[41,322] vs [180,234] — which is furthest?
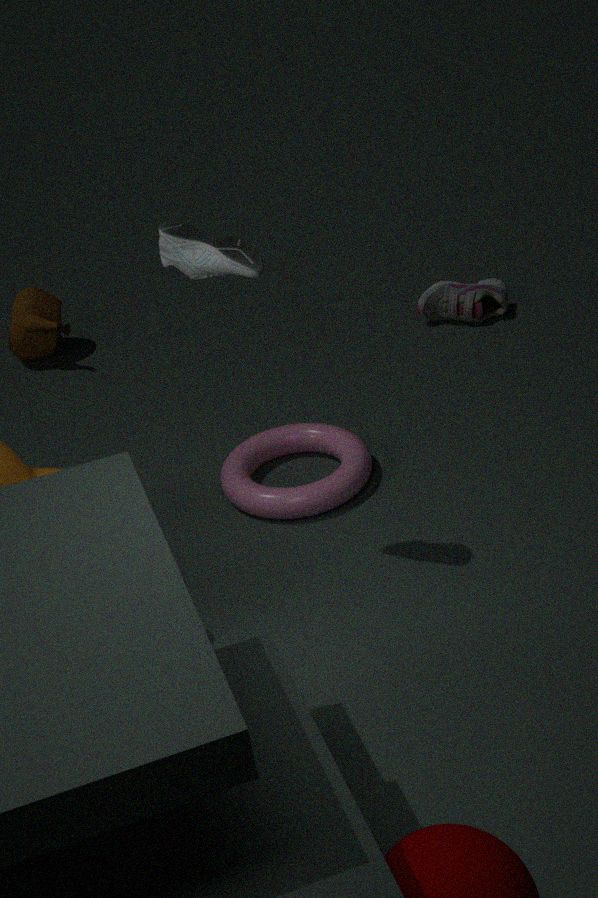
[41,322]
